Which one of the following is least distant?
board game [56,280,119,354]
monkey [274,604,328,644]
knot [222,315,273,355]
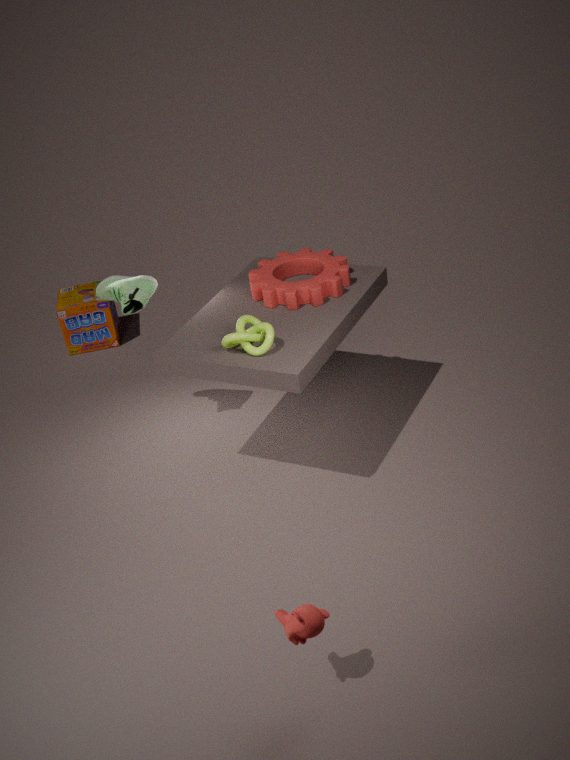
monkey [274,604,328,644]
